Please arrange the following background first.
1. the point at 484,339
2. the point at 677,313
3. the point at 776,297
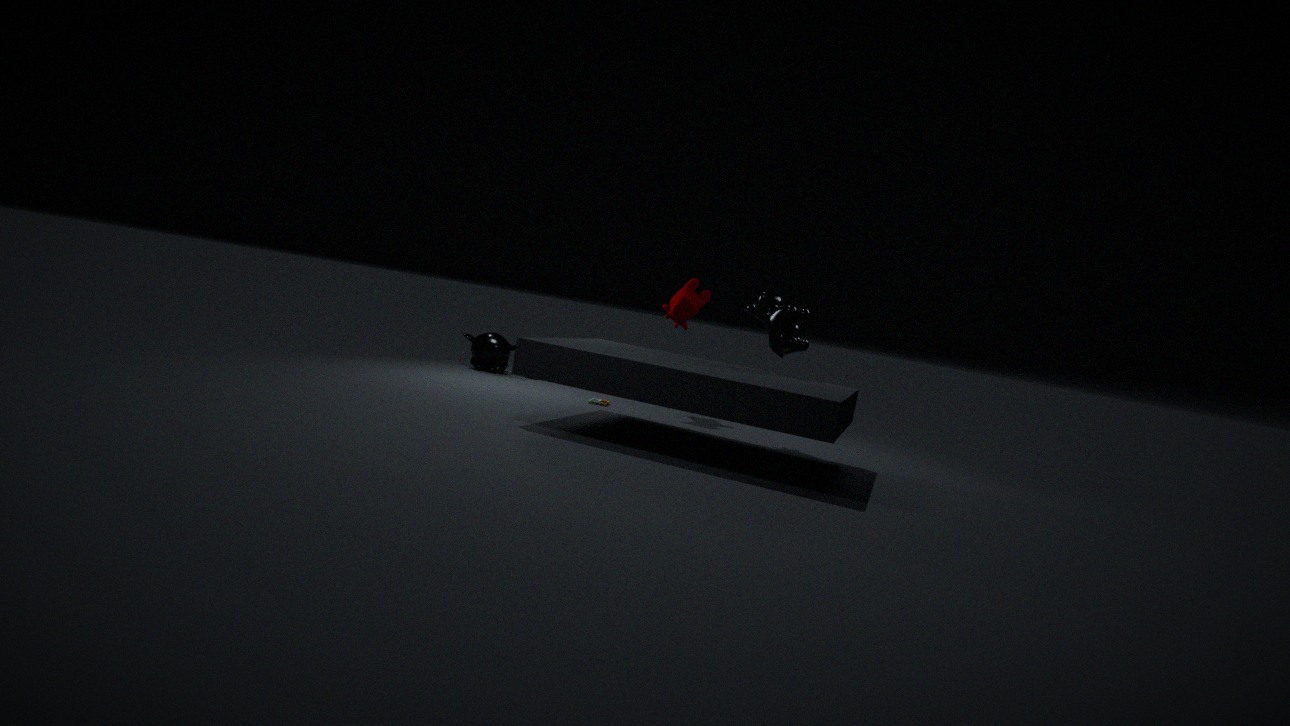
the point at 484,339 < the point at 677,313 < the point at 776,297
